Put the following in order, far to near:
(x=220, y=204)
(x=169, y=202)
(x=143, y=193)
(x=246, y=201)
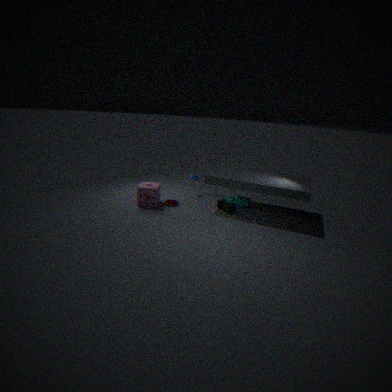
1. (x=169, y=202)
2. (x=246, y=201)
3. (x=220, y=204)
4. (x=143, y=193)
